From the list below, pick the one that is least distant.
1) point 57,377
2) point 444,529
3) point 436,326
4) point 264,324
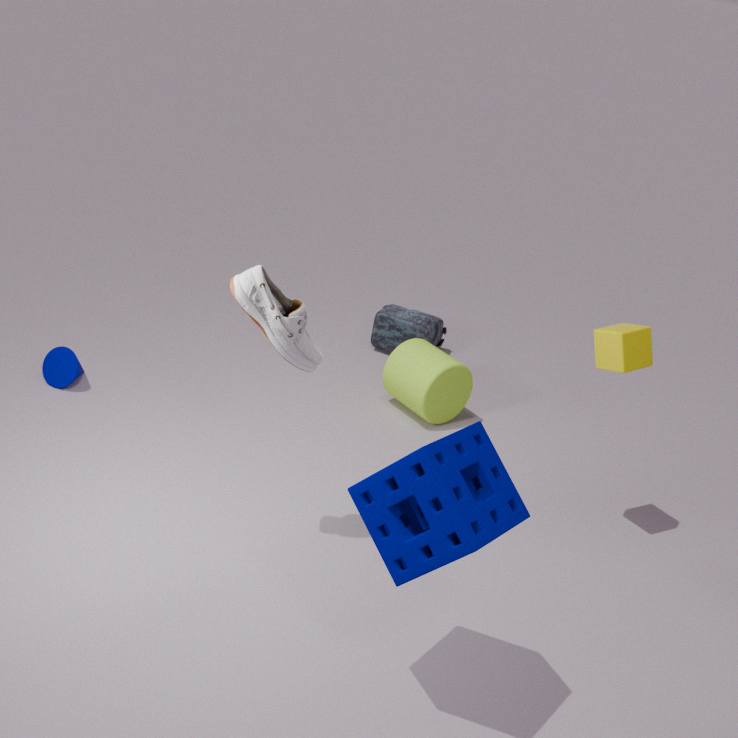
2. point 444,529
